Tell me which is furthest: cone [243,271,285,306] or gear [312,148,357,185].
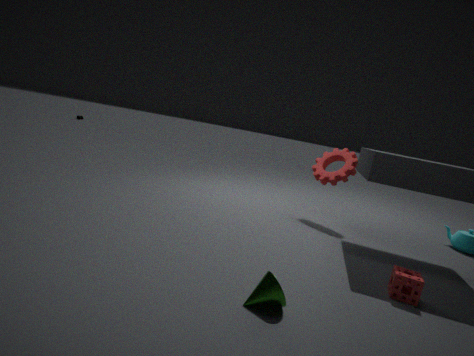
gear [312,148,357,185]
